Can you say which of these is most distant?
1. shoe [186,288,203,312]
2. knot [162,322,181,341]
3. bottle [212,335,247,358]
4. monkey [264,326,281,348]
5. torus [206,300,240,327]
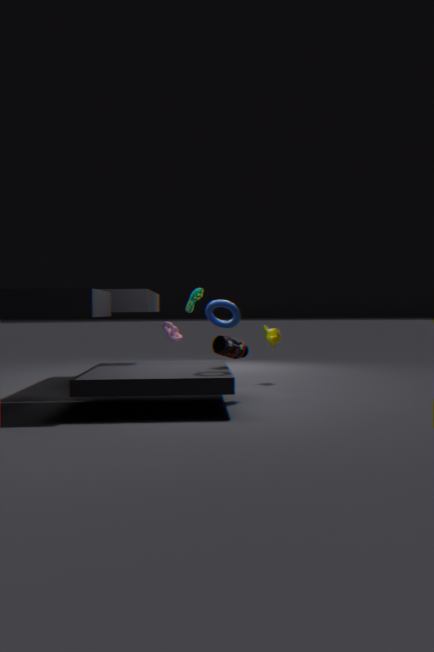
knot [162,322,181,341]
